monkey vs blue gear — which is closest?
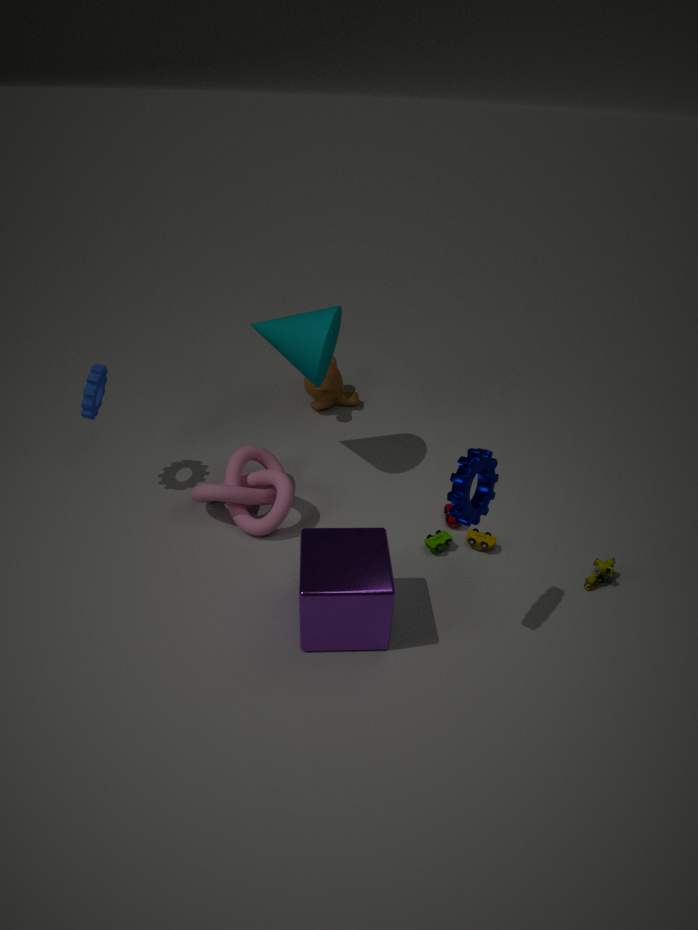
blue gear
